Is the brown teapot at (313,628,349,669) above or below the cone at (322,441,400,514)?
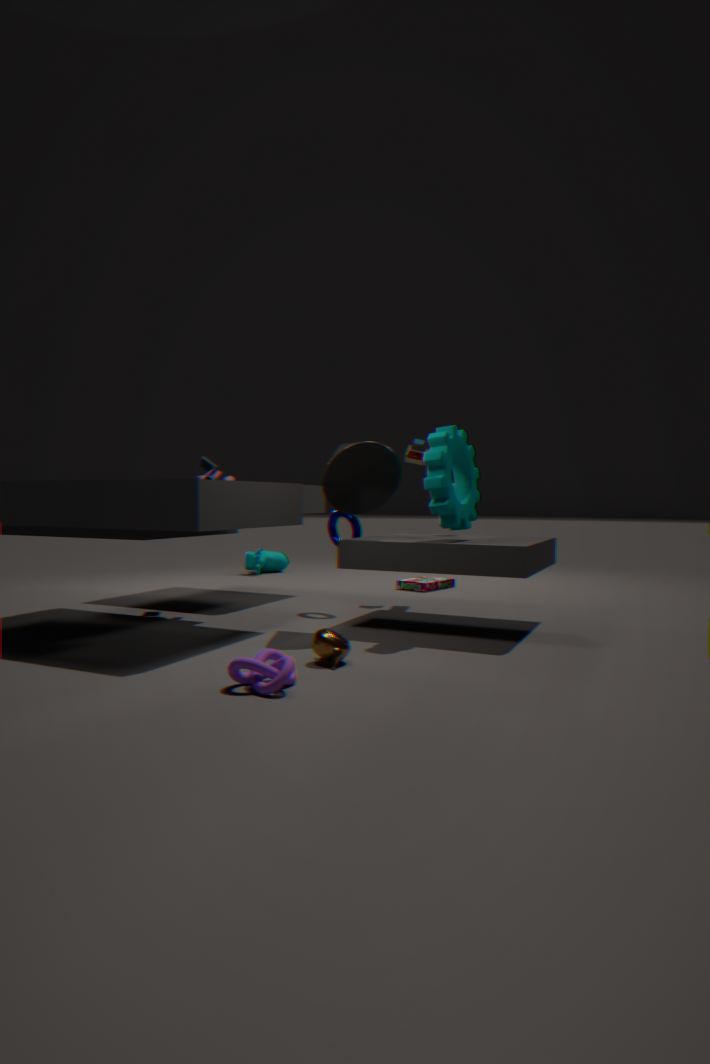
below
